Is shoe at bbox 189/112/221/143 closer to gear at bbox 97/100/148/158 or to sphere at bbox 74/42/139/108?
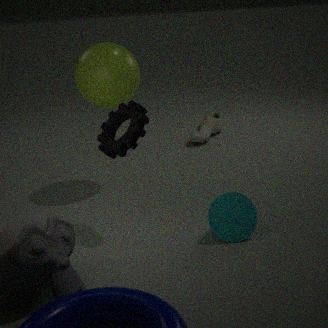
sphere at bbox 74/42/139/108
